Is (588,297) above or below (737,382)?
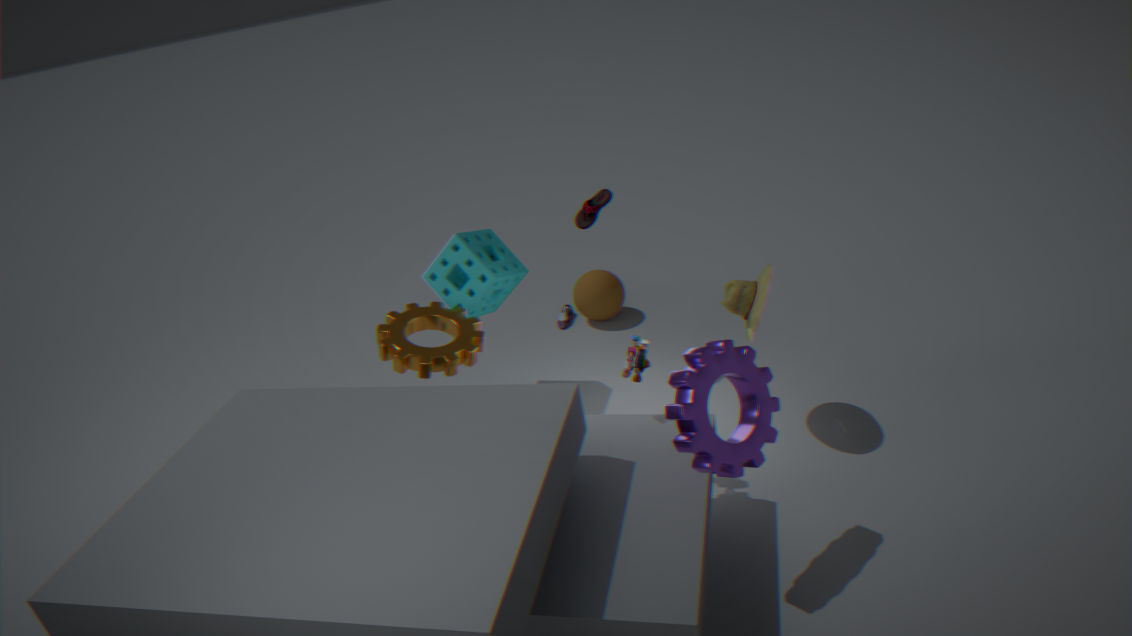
below
